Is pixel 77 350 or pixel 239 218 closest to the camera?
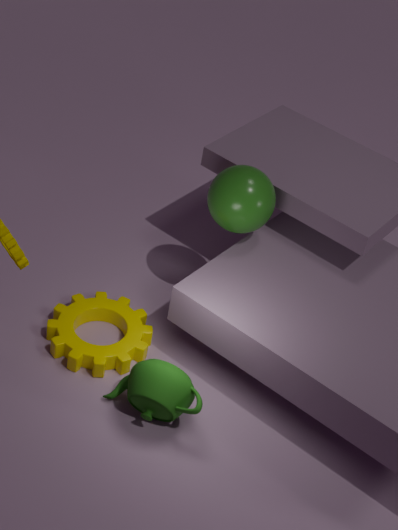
pixel 77 350
